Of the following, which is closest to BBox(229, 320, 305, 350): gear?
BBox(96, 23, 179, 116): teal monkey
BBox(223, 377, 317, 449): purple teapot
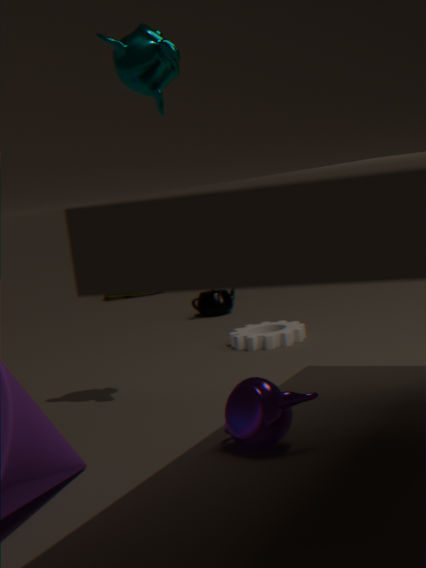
BBox(223, 377, 317, 449): purple teapot
